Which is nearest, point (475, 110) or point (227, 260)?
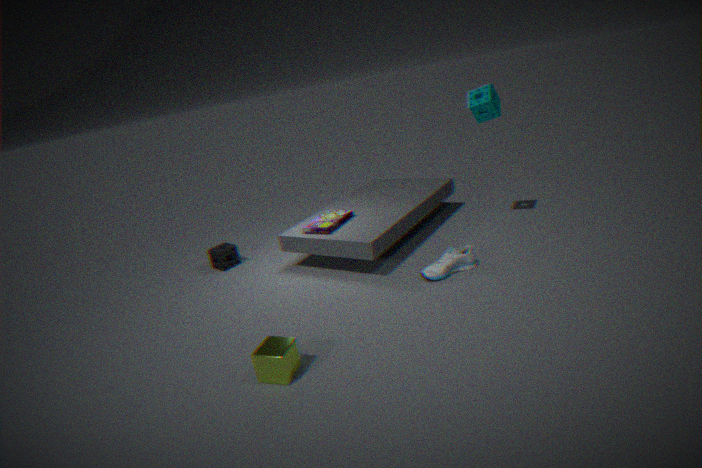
point (475, 110)
